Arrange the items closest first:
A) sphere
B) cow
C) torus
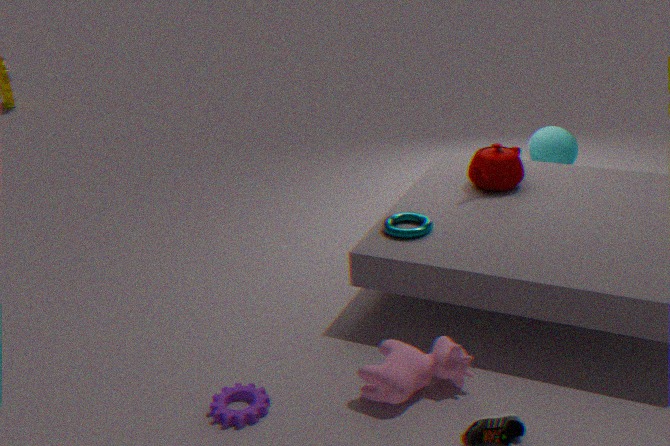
cow → torus → sphere
